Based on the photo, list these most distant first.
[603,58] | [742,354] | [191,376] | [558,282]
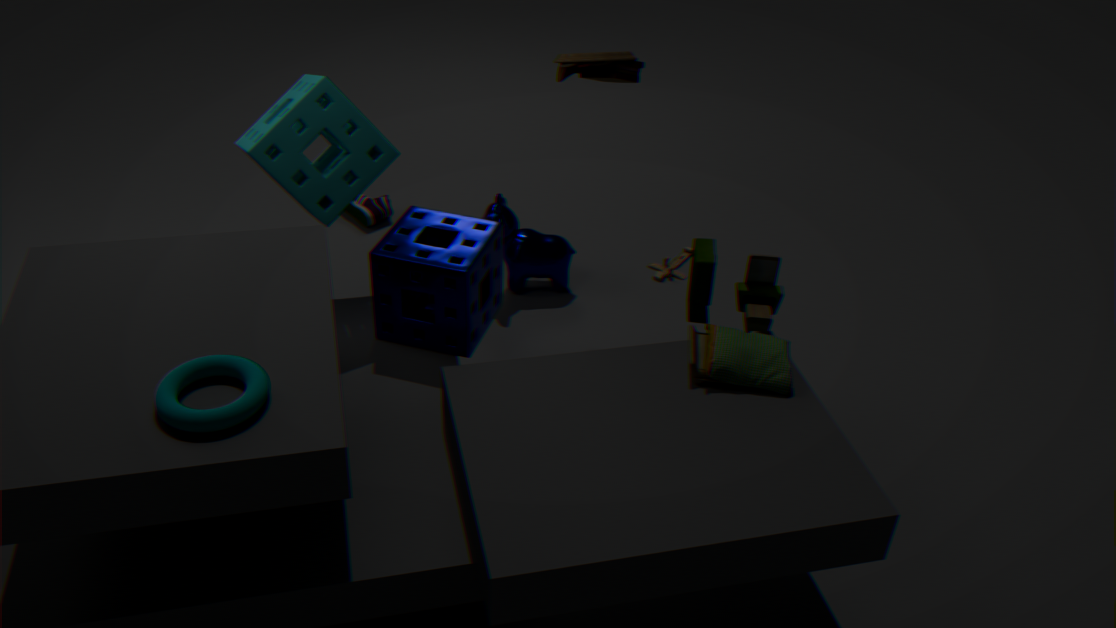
[558,282] → [603,58] → [742,354] → [191,376]
